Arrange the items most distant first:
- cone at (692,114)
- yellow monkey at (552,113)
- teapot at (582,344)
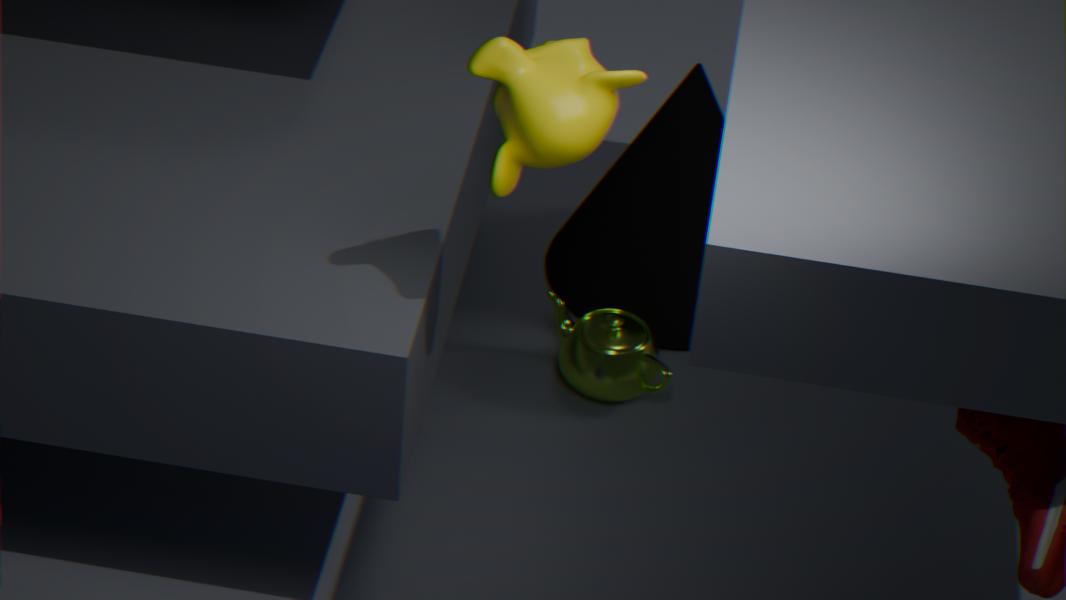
1. cone at (692,114)
2. teapot at (582,344)
3. yellow monkey at (552,113)
